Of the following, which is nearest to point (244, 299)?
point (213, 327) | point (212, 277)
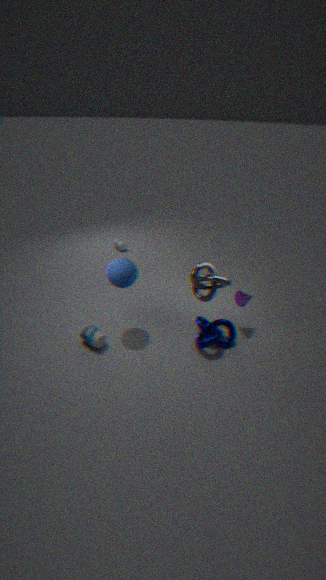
point (212, 277)
